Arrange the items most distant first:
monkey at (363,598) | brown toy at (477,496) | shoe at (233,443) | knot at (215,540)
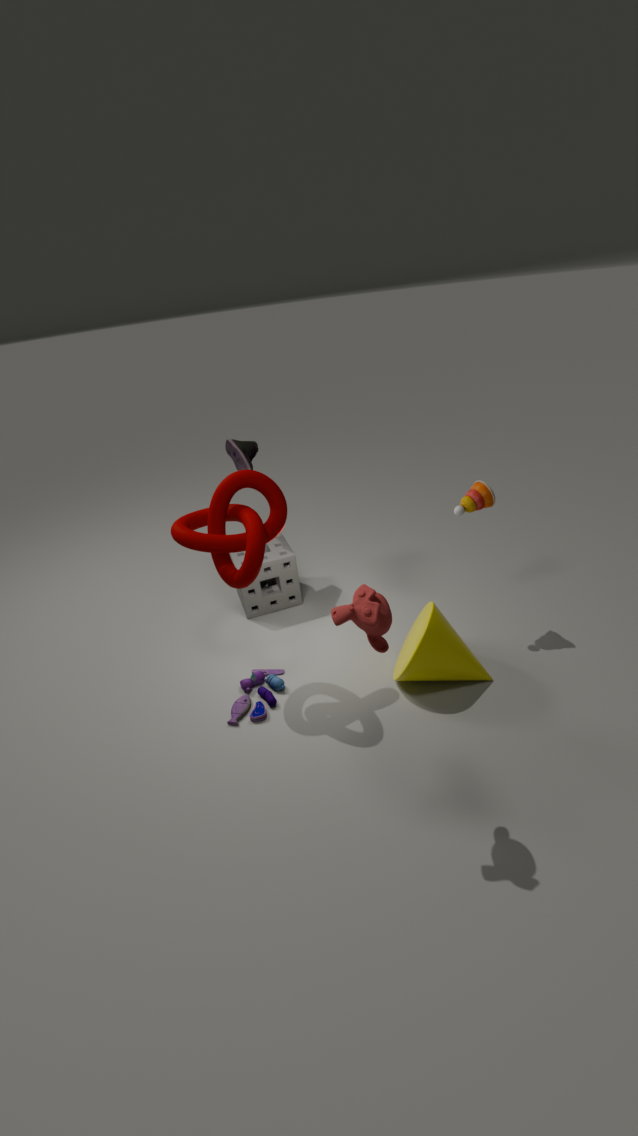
shoe at (233,443) < brown toy at (477,496) < knot at (215,540) < monkey at (363,598)
